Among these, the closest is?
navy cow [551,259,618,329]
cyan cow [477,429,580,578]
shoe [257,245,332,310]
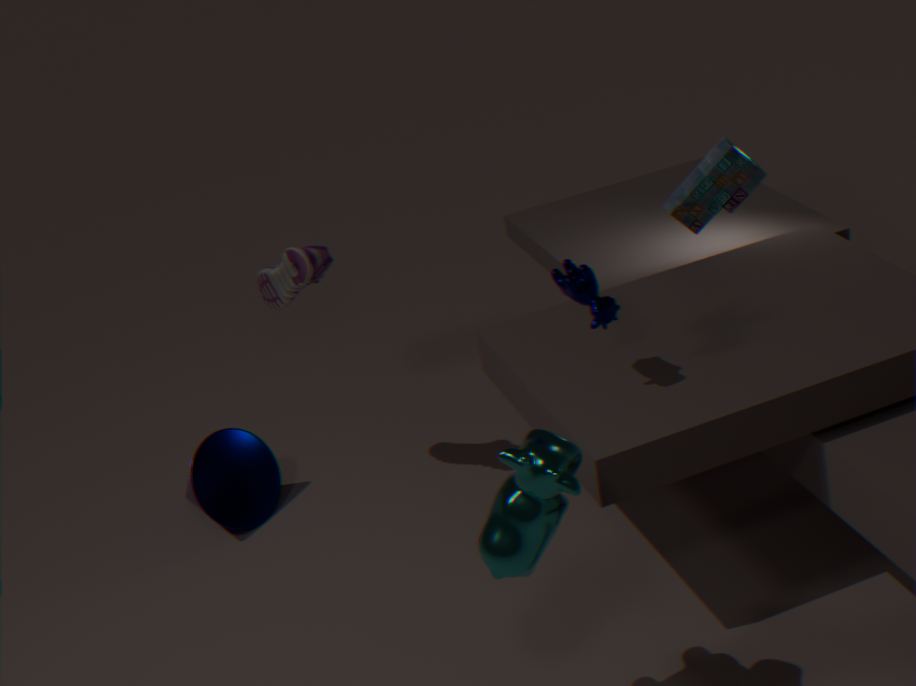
cyan cow [477,429,580,578]
